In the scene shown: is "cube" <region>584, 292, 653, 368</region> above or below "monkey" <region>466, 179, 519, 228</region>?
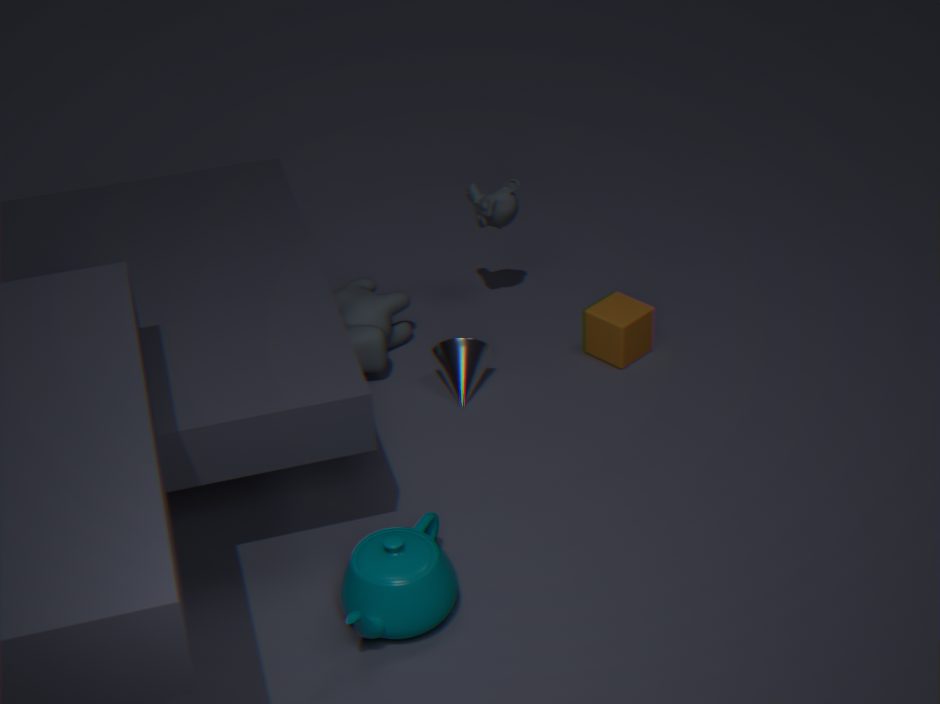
below
